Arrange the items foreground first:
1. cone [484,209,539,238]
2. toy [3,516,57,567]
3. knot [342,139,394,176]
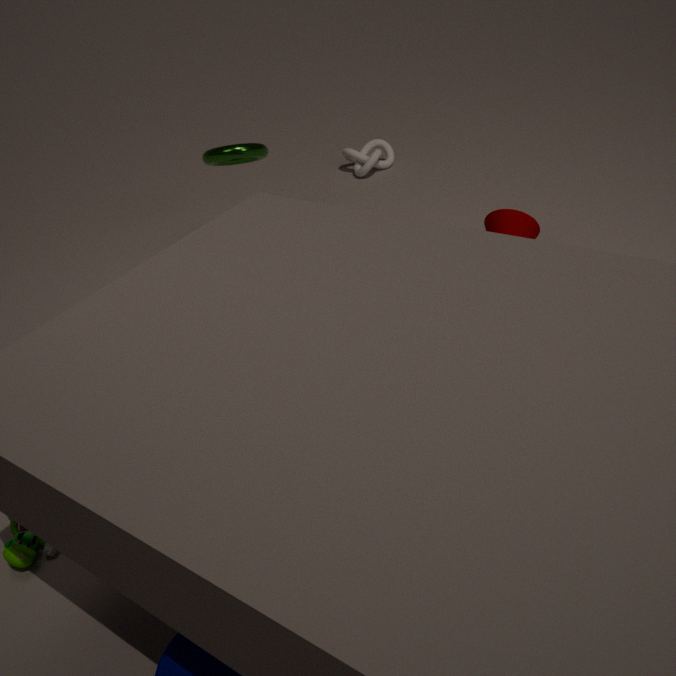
toy [3,516,57,567] < cone [484,209,539,238] < knot [342,139,394,176]
